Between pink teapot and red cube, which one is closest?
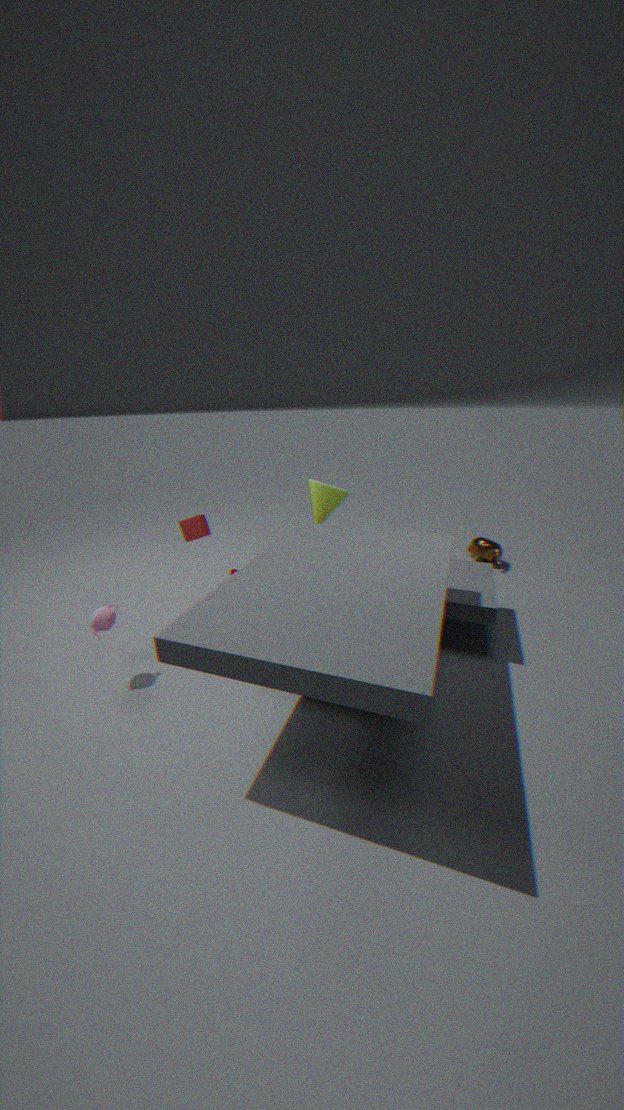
pink teapot
